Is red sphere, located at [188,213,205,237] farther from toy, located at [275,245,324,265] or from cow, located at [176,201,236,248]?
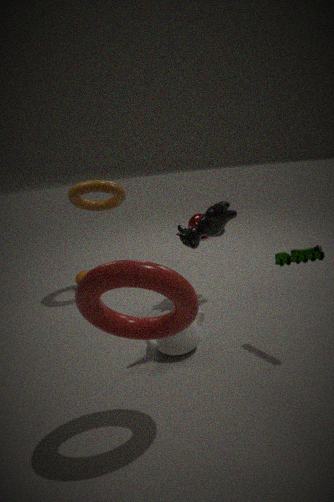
toy, located at [275,245,324,265]
